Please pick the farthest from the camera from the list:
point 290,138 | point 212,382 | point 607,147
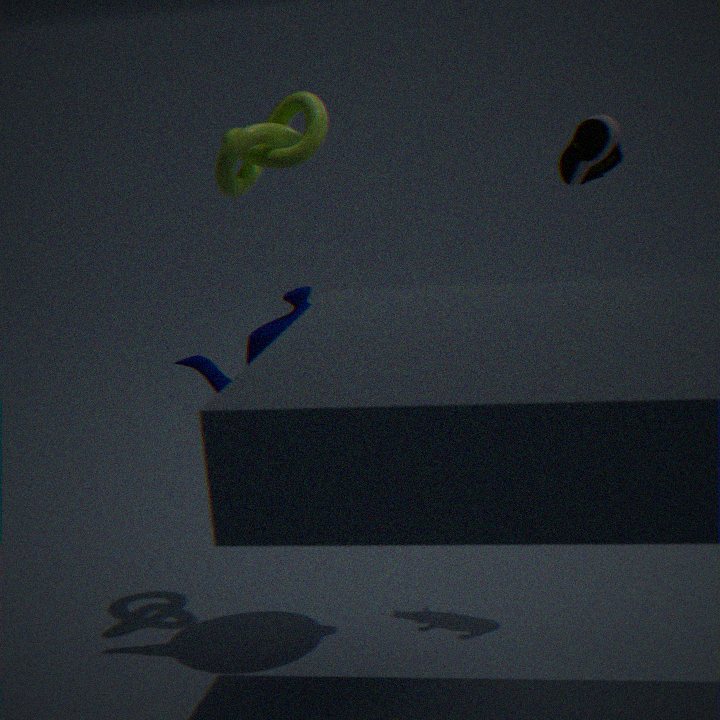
point 607,147
